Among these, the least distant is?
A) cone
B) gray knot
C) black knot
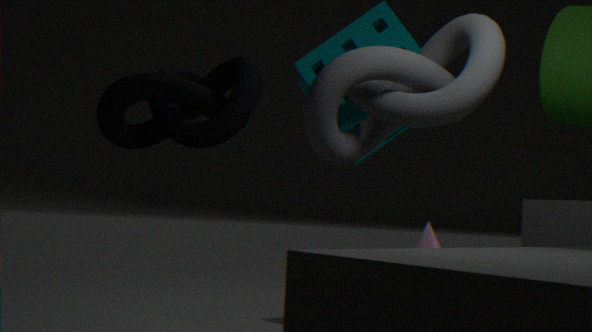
gray knot
